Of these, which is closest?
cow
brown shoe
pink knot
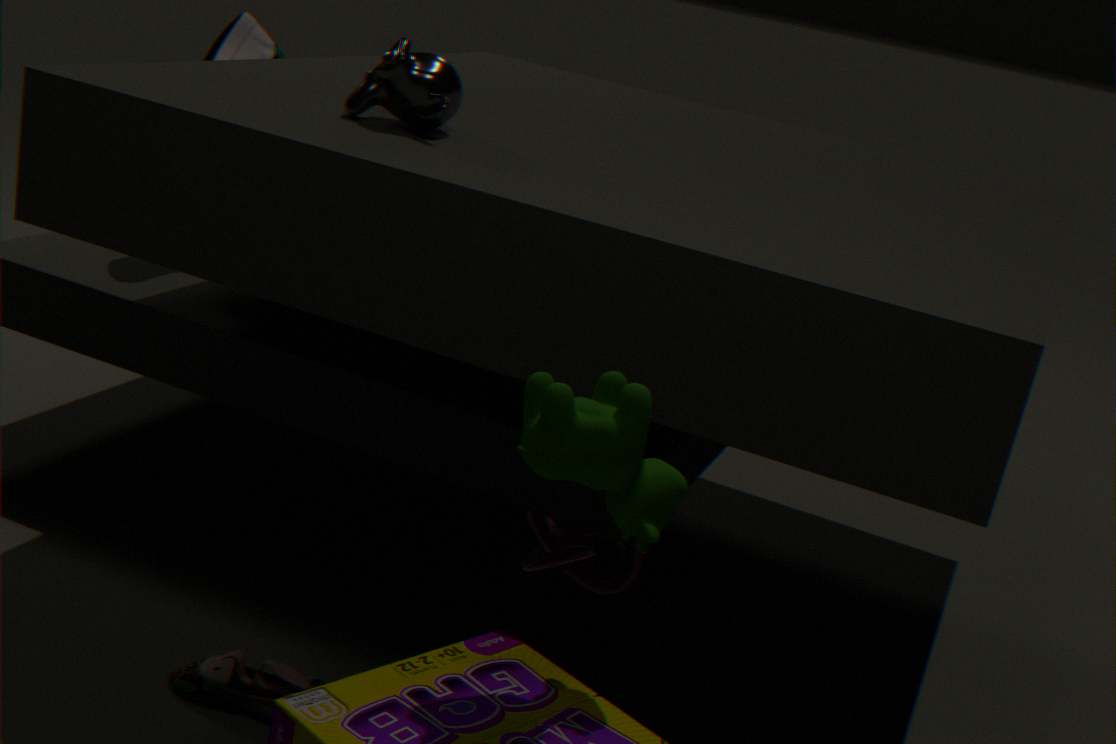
cow
